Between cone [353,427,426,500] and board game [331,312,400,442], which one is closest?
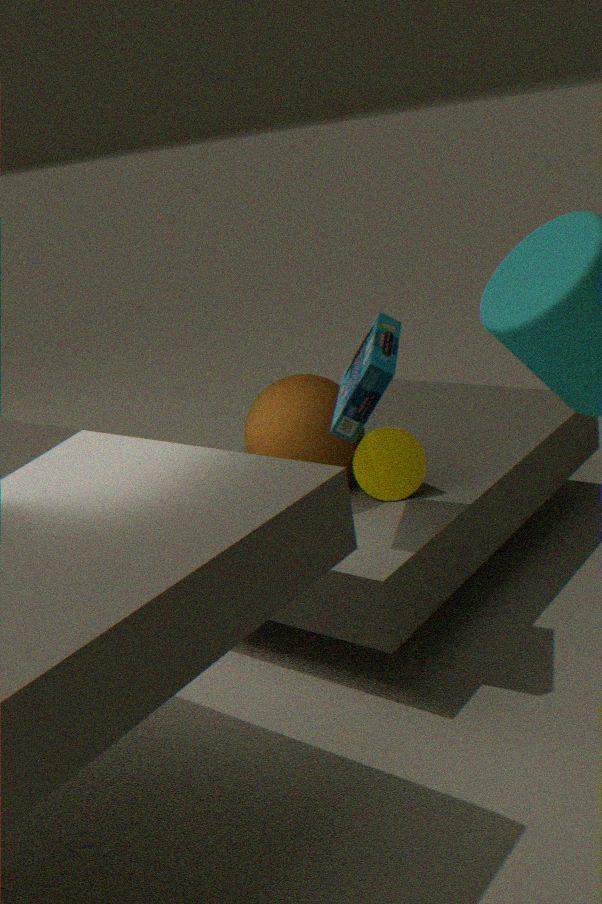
board game [331,312,400,442]
